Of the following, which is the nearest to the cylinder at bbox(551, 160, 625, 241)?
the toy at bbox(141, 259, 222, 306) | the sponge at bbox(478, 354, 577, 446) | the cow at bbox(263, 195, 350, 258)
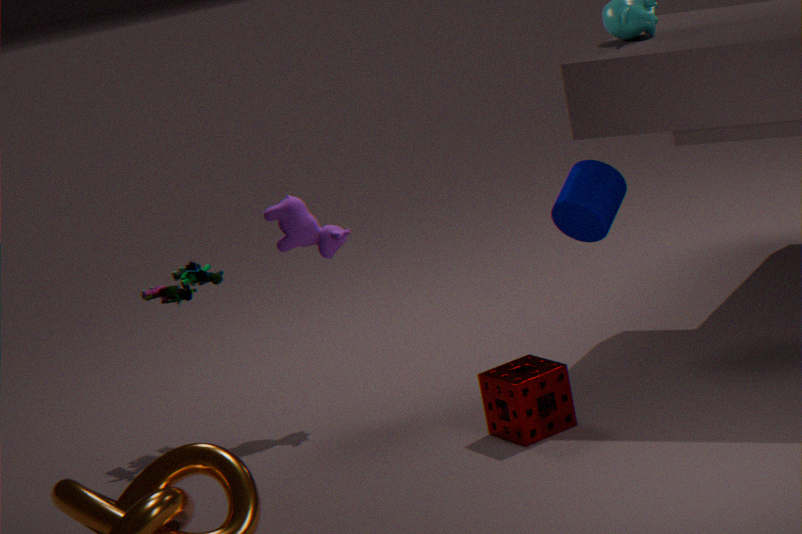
the sponge at bbox(478, 354, 577, 446)
